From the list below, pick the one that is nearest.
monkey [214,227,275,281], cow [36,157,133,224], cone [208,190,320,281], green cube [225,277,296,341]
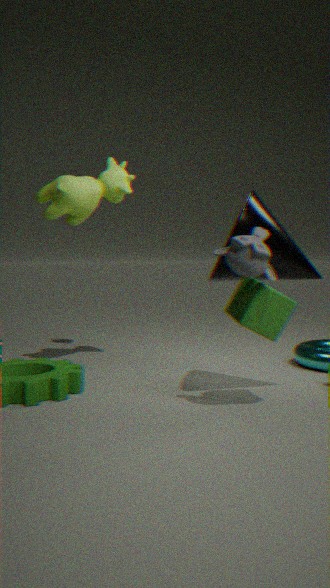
monkey [214,227,275,281]
